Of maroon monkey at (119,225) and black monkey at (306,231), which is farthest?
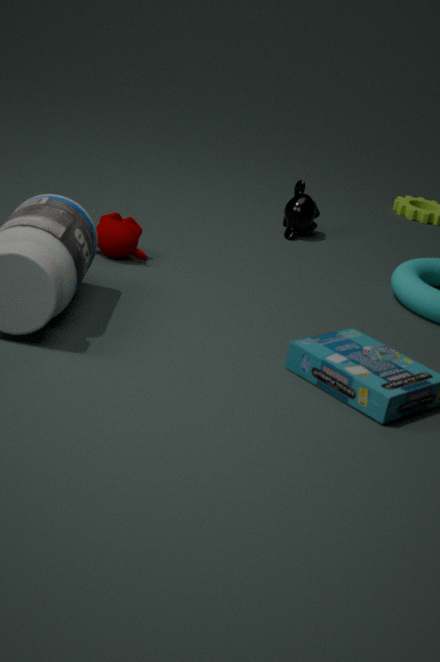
black monkey at (306,231)
